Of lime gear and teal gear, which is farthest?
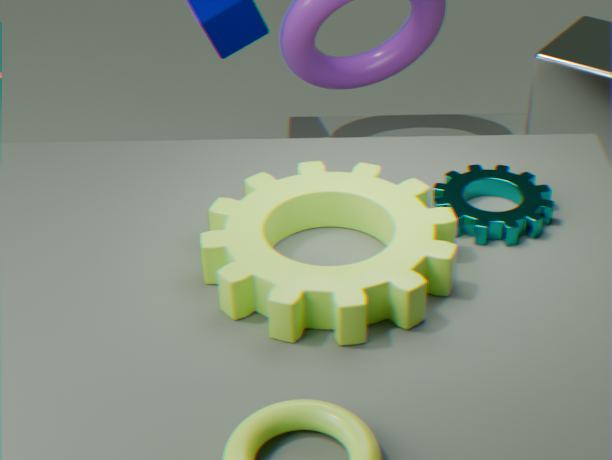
teal gear
